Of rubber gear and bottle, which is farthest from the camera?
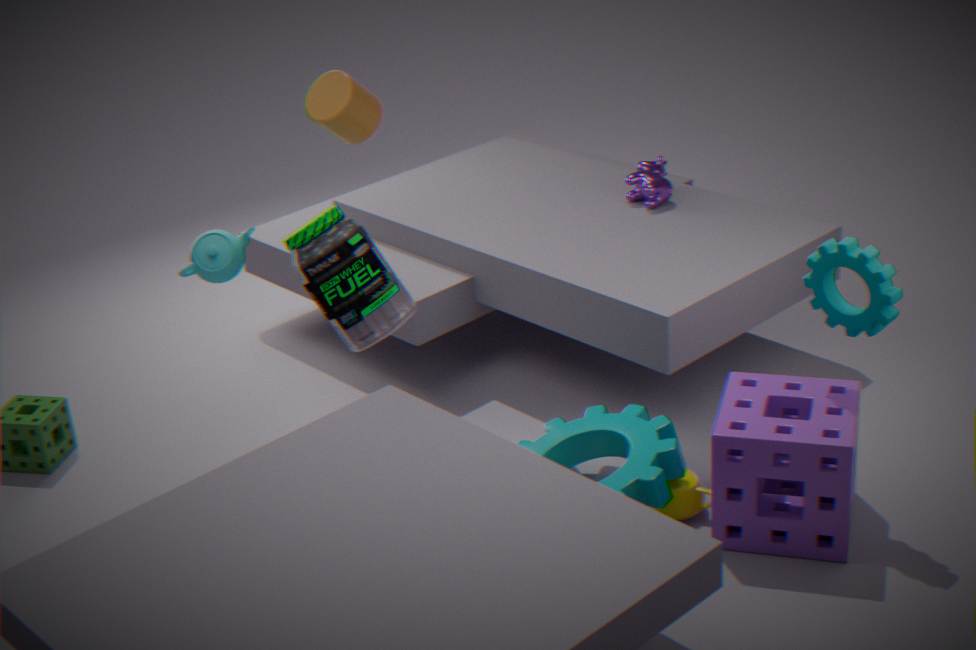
bottle
